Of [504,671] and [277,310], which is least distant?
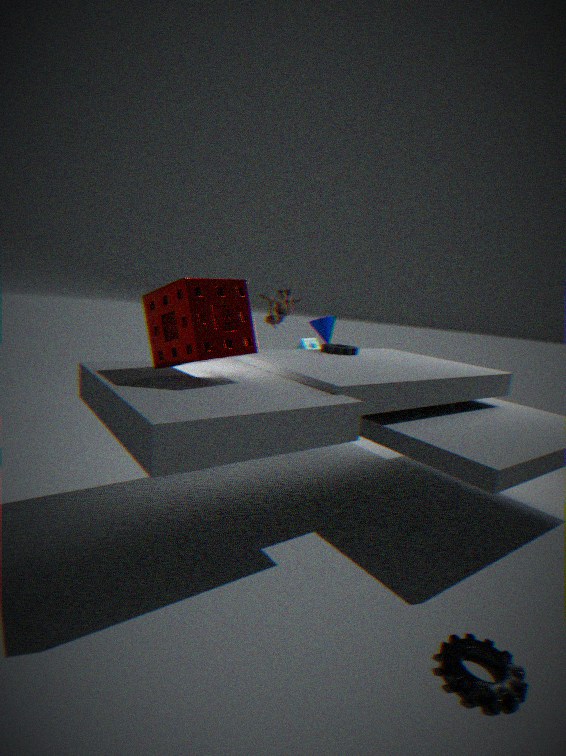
[504,671]
